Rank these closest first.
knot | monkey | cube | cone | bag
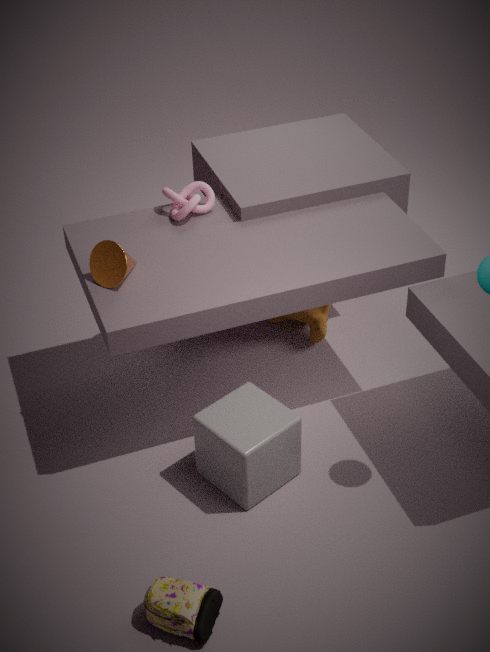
1. bag
2. cube
3. cone
4. knot
5. monkey
